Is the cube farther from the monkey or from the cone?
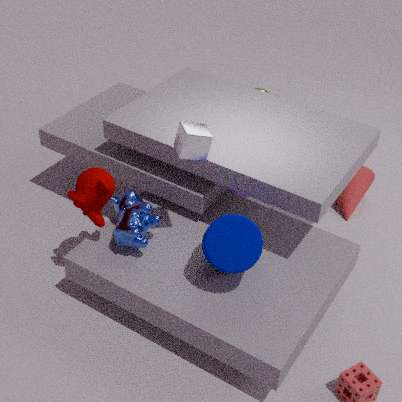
the cone
